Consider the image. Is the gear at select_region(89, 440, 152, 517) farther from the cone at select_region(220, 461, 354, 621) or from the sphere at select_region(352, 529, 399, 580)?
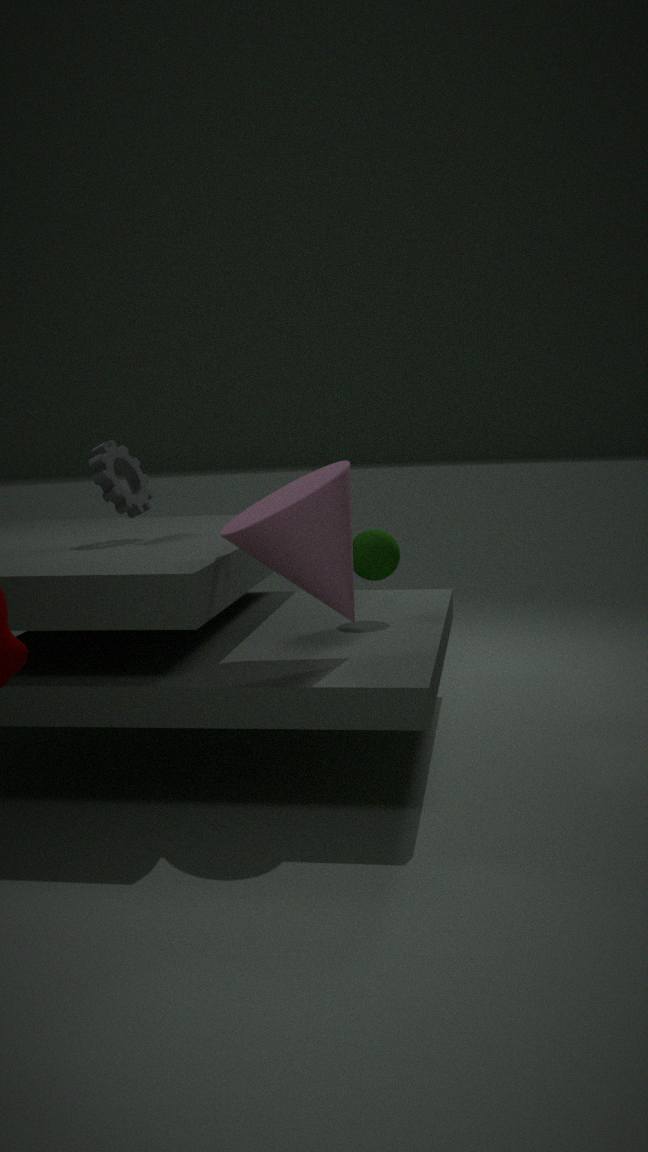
the sphere at select_region(352, 529, 399, 580)
